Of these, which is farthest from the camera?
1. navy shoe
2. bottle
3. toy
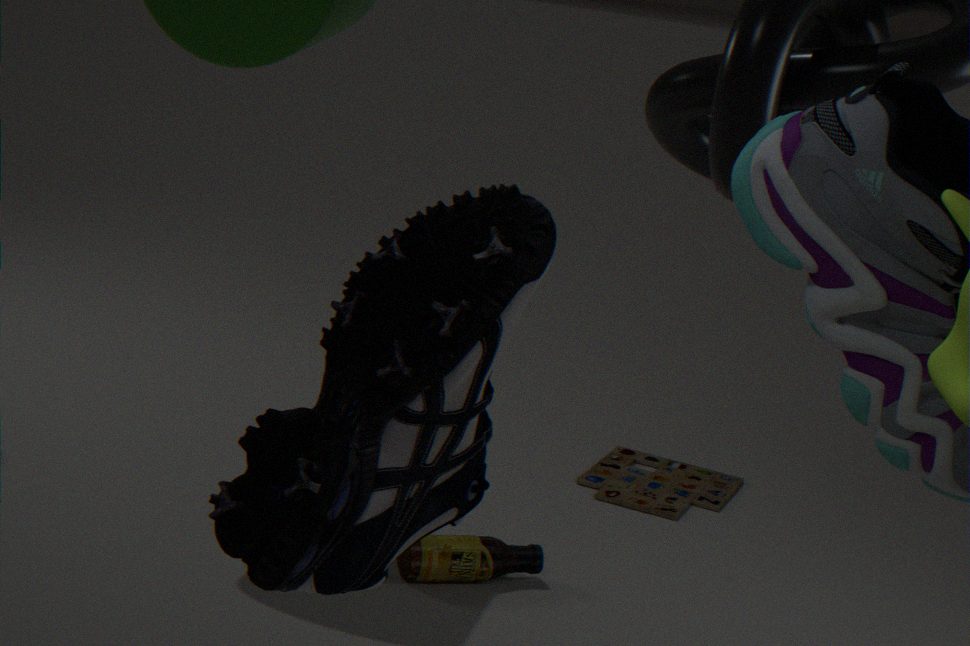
toy
